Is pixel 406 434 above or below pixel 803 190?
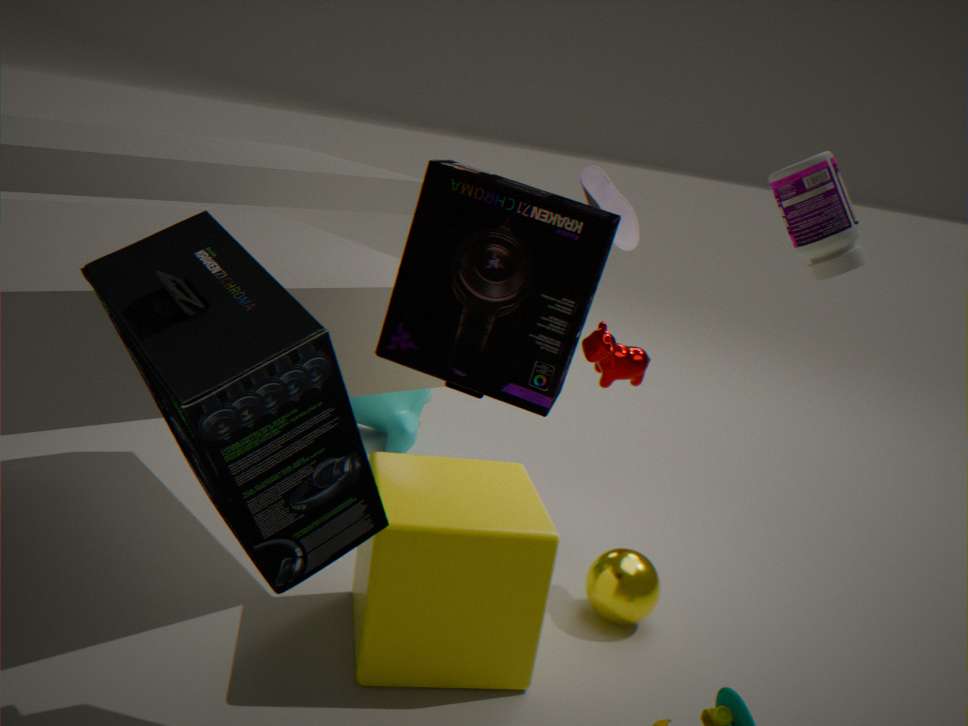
below
